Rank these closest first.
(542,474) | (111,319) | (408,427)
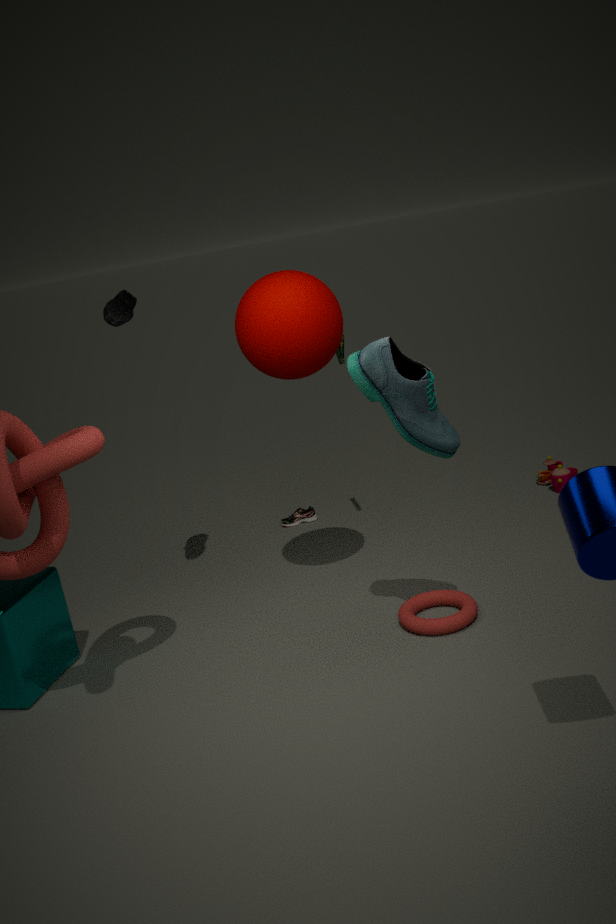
1. (408,427)
2. (111,319)
3. (542,474)
